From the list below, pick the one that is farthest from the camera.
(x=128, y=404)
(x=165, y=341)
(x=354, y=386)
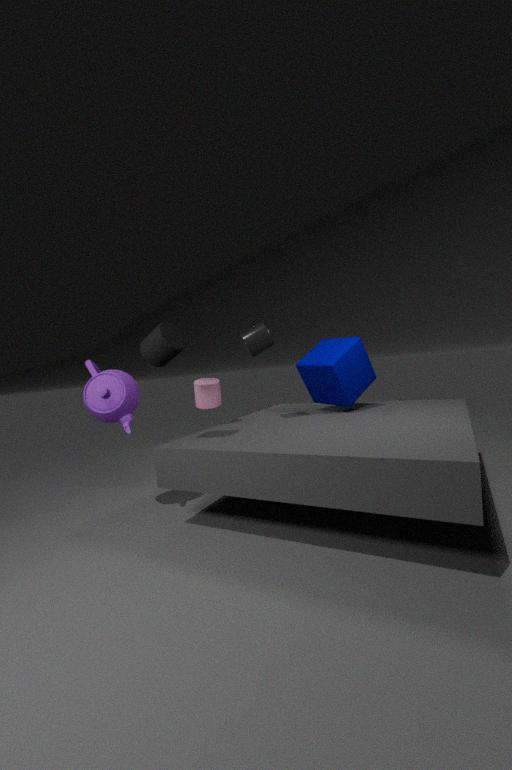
(x=354, y=386)
